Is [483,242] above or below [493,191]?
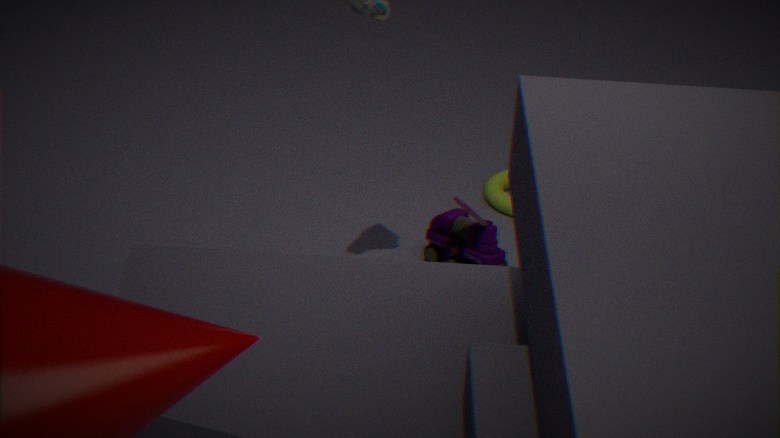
above
